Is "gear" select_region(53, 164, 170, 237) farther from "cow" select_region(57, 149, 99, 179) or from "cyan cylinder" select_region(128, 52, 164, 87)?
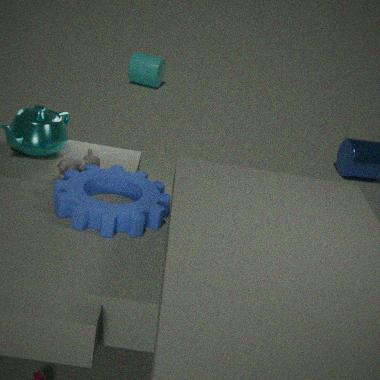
"cyan cylinder" select_region(128, 52, 164, 87)
